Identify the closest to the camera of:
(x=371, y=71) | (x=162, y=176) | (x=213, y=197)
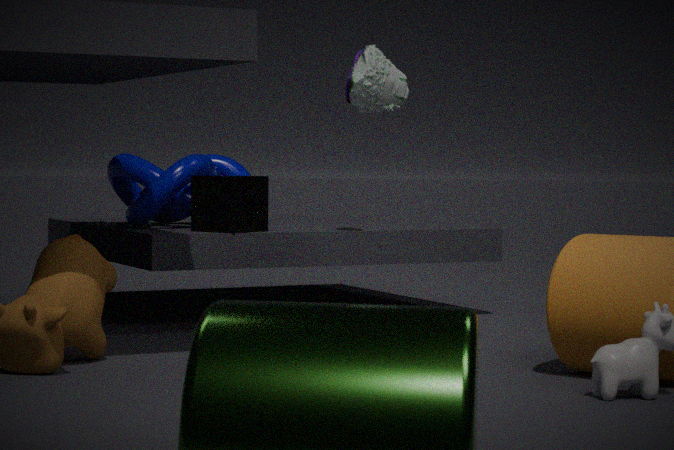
(x=371, y=71)
